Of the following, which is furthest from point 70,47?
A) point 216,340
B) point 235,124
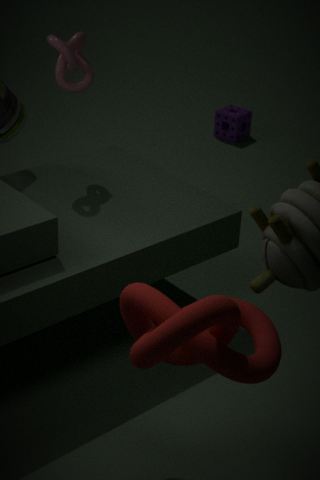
point 235,124
